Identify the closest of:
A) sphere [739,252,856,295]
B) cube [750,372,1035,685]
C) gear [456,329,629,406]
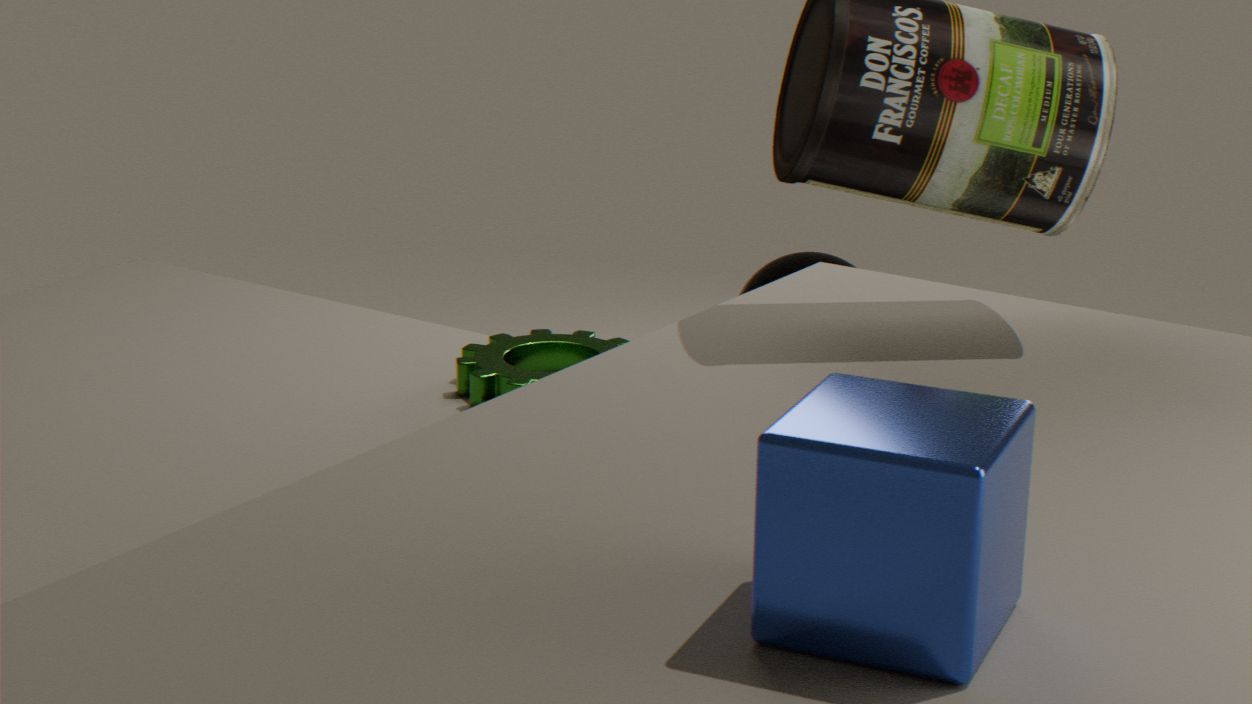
cube [750,372,1035,685]
